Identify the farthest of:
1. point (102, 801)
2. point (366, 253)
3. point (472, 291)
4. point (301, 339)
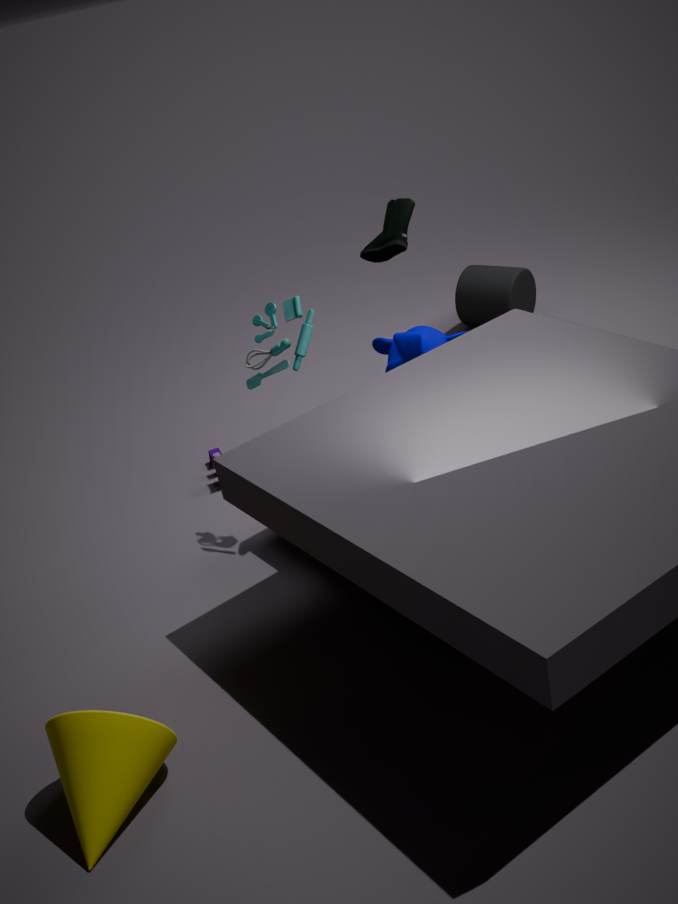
point (472, 291)
